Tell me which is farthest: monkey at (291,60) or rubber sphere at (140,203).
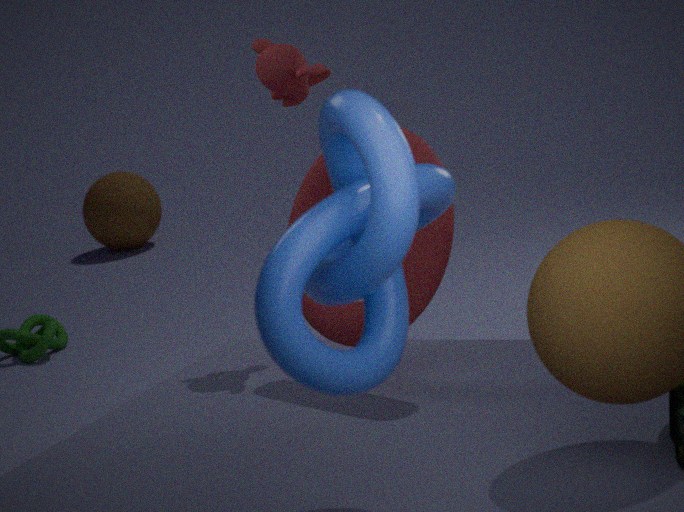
rubber sphere at (140,203)
